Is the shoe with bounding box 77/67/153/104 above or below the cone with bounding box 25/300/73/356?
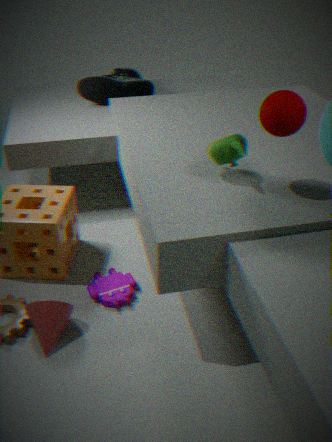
above
